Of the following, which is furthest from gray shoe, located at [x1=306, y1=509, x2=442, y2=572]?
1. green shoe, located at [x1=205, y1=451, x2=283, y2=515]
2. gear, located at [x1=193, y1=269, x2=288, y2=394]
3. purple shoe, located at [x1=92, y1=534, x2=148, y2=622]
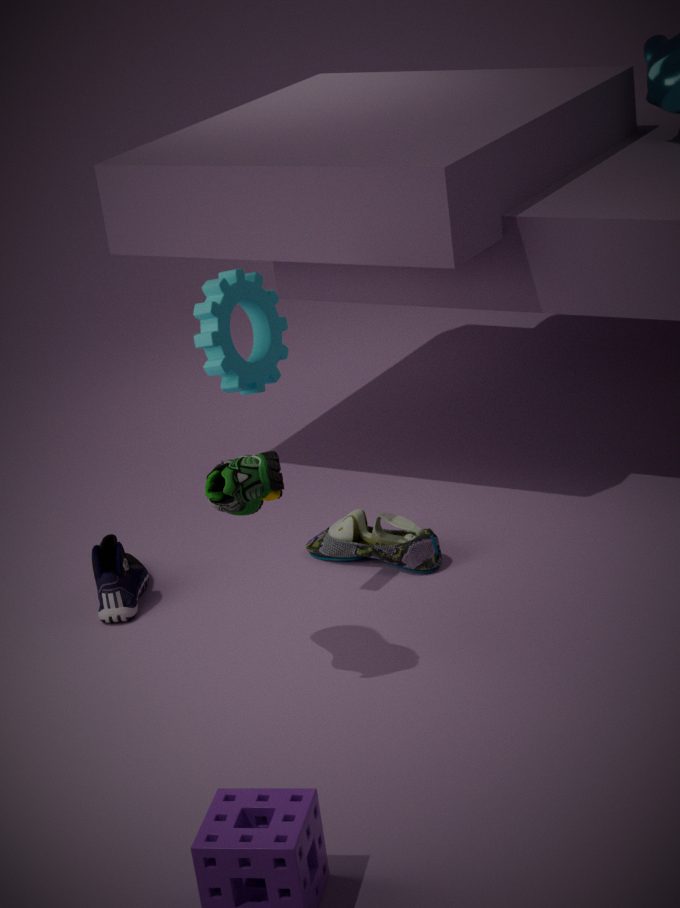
green shoe, located at [x1=205, y1=451, x2=283, y2=515]
